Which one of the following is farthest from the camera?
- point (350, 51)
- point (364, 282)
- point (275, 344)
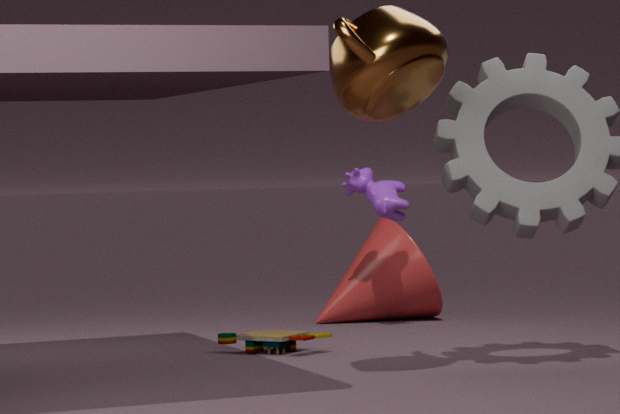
point (364, 282)
